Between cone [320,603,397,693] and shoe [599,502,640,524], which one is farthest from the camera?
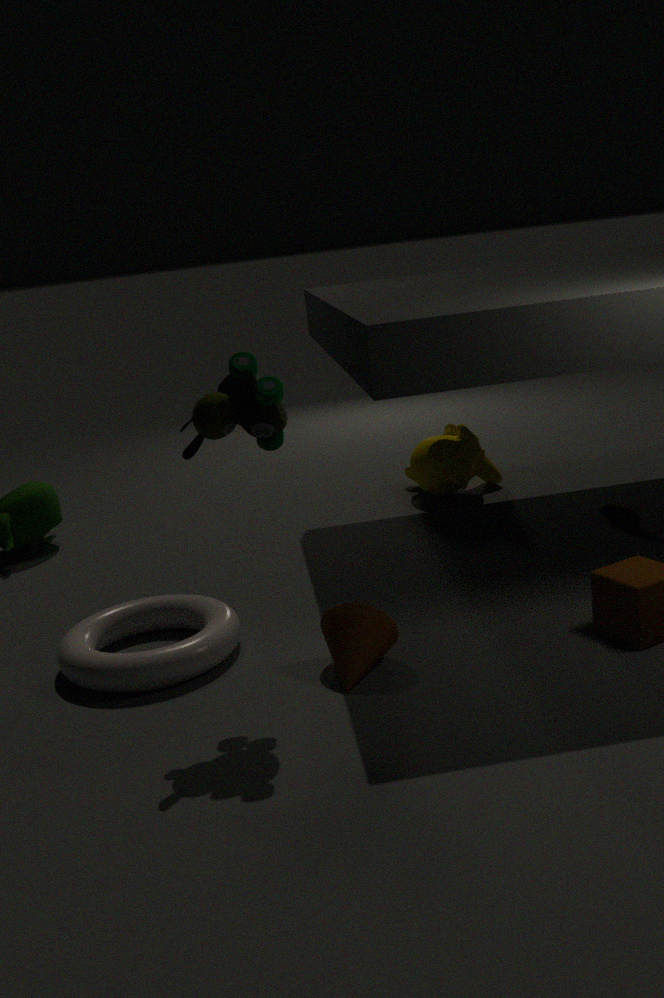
shoe [599,502,640,524]
